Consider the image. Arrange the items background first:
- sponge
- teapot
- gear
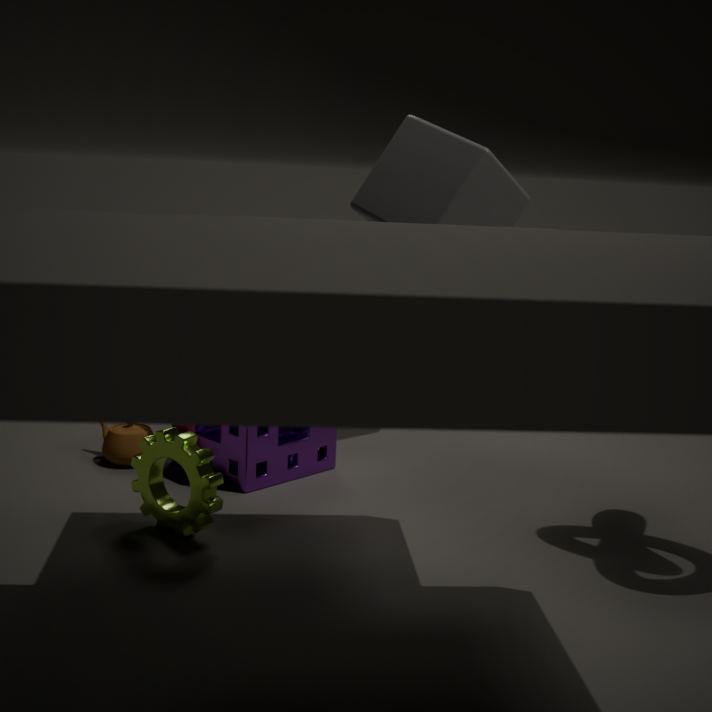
teapot
sponge
gear
